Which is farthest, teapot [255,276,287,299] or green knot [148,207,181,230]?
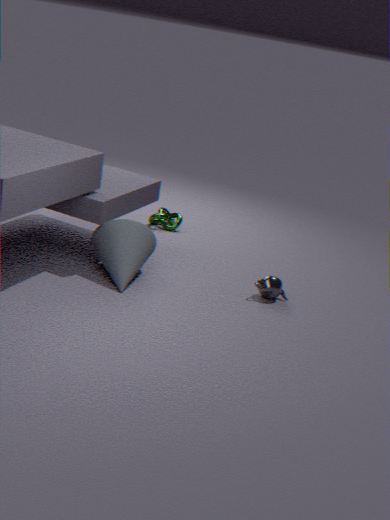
green knot [148,207,181,230]
